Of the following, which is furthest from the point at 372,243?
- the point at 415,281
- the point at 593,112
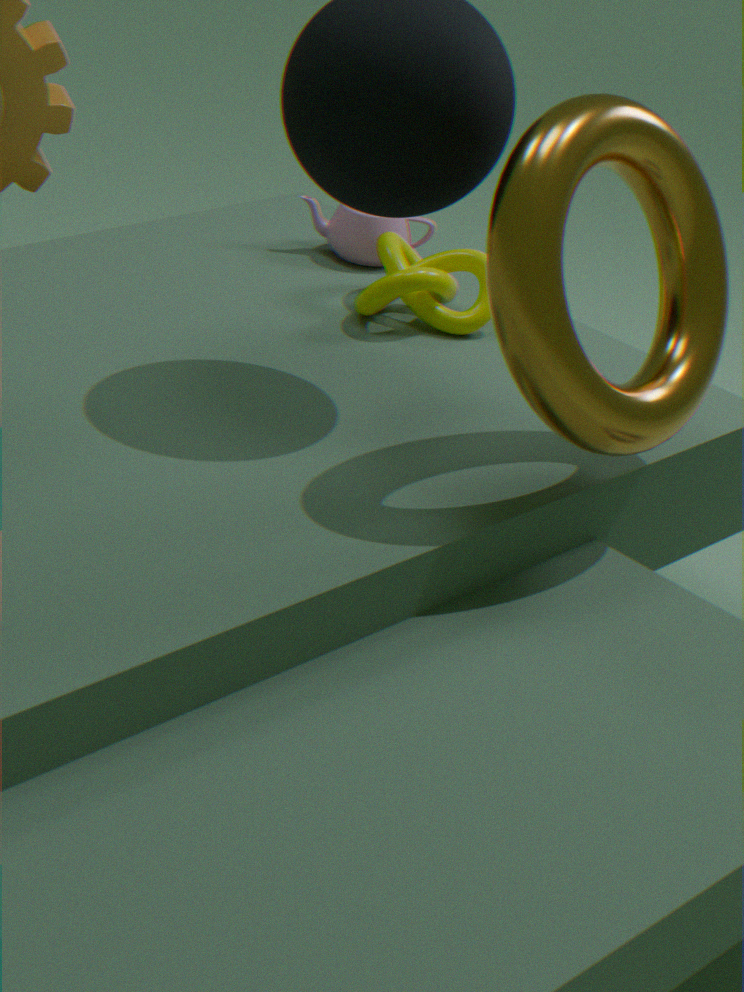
the point at 593,112
